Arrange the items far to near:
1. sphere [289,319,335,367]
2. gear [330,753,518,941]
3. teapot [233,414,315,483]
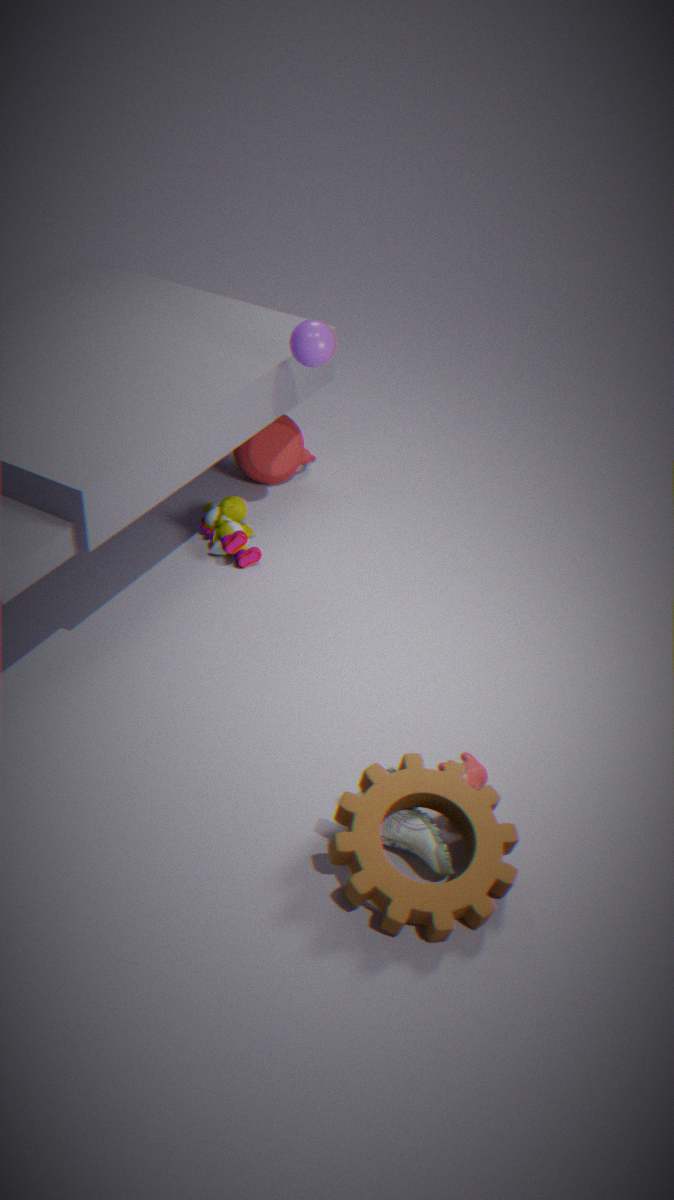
teapot [233,414,315,483]
sphere [289,319,335,367]
gear [330,753,518,941]
